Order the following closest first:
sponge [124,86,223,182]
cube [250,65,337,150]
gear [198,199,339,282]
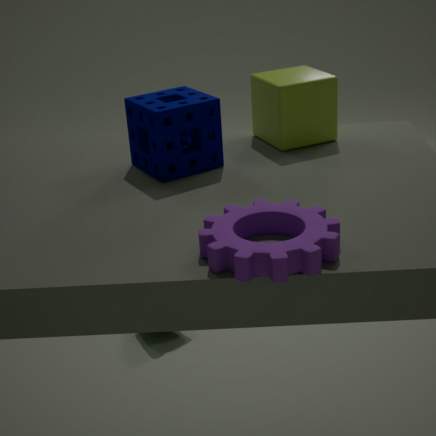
gear [198,199,339,282] → sponge [124,86,223,182] → cube [250,65,337,150]
